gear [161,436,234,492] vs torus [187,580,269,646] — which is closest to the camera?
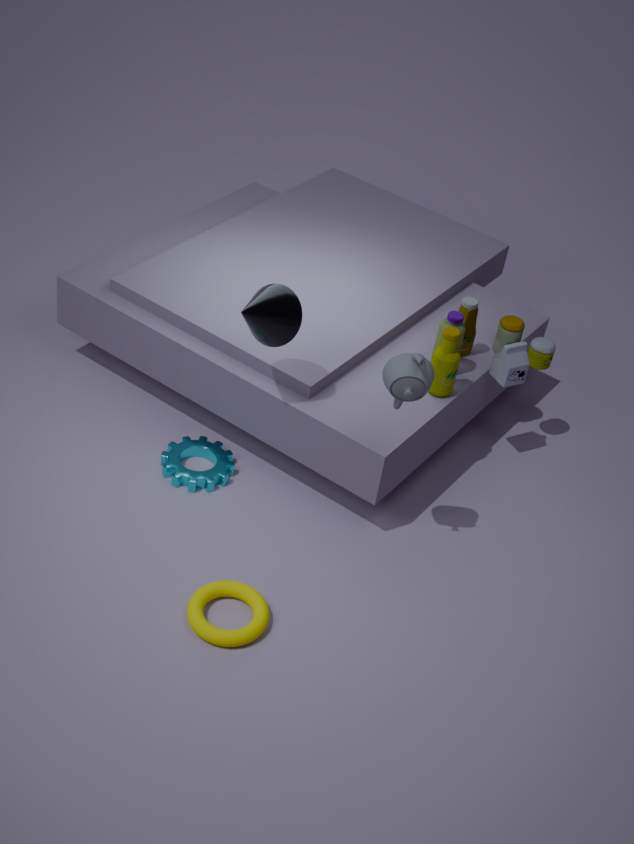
torus [187,580,269,646]
